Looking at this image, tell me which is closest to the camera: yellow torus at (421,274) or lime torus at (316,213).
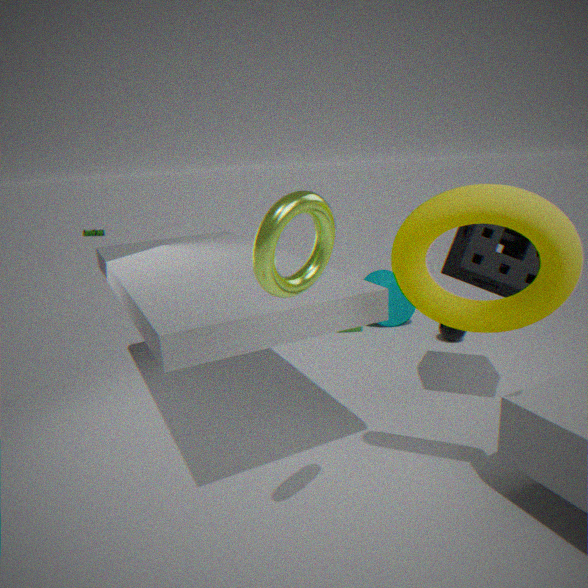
lime torus at (316,213)
